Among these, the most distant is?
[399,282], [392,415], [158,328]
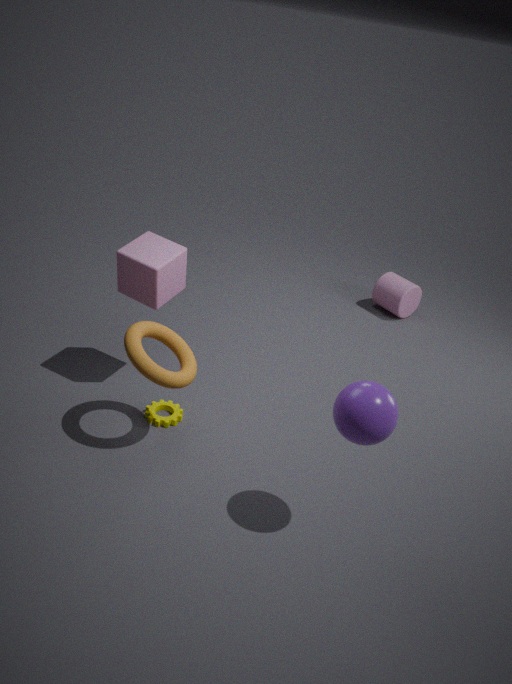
[399,282]
